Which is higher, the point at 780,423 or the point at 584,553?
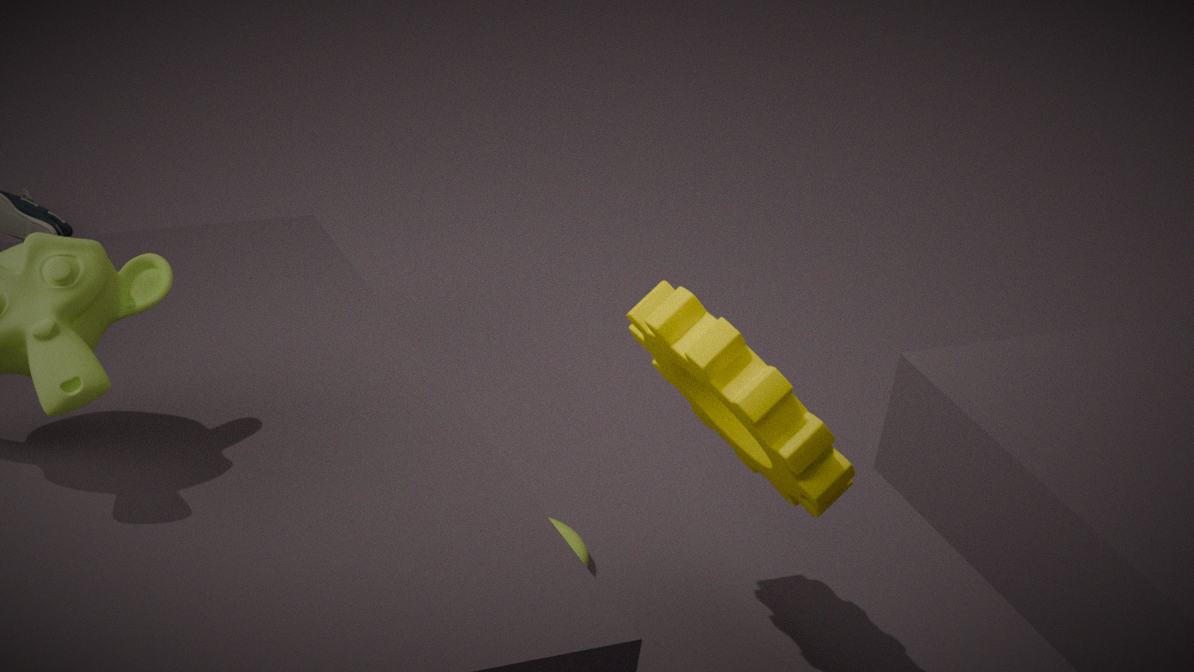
the point at 780,423
